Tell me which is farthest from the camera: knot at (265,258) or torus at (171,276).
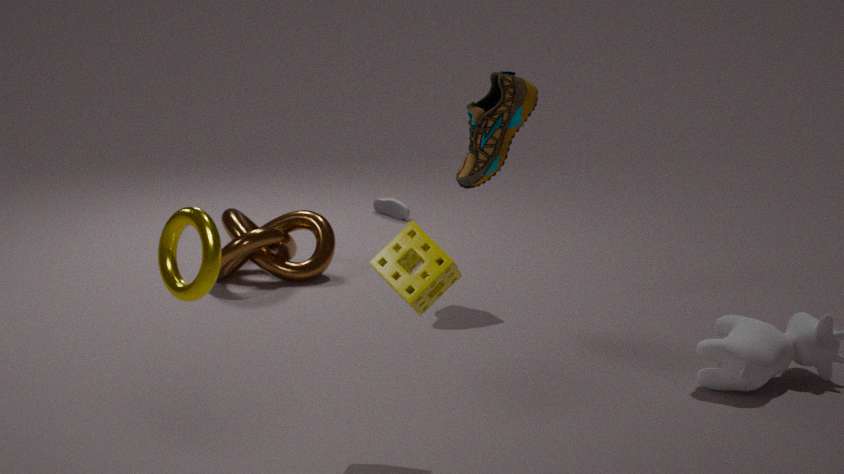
knot at (265,258)
